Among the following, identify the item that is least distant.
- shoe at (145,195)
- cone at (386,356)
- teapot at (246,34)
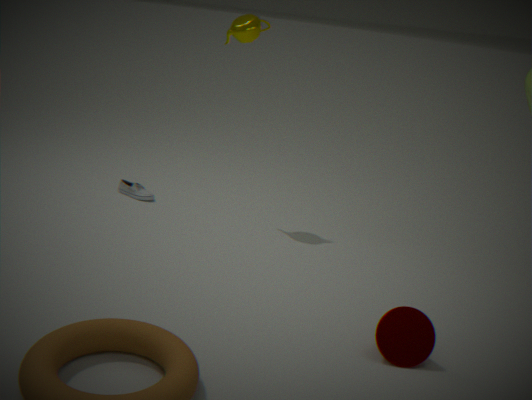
cone at (386,356)
